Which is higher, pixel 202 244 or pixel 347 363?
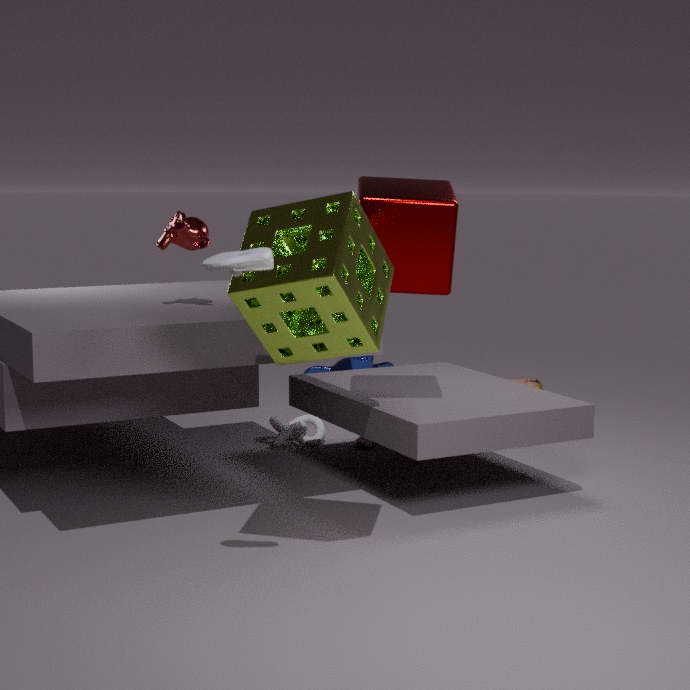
pixel 202 244
